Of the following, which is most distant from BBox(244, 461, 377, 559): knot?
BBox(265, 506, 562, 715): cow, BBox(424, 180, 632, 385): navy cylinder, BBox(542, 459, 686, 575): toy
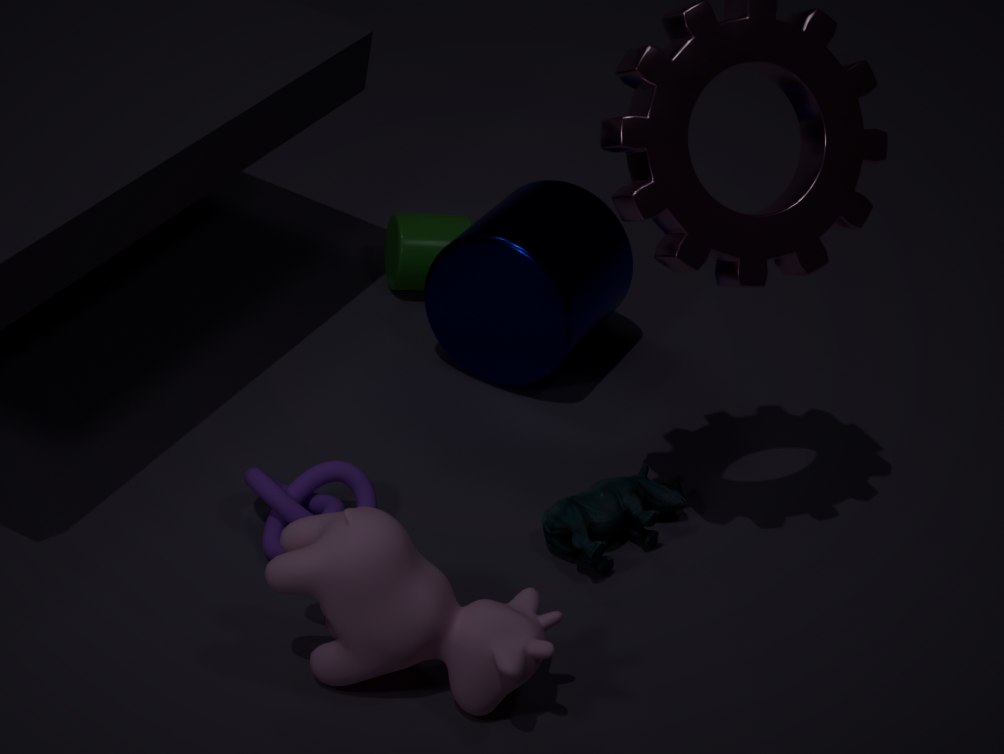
BBox(424, 180, 632, 385): navy cylinder
